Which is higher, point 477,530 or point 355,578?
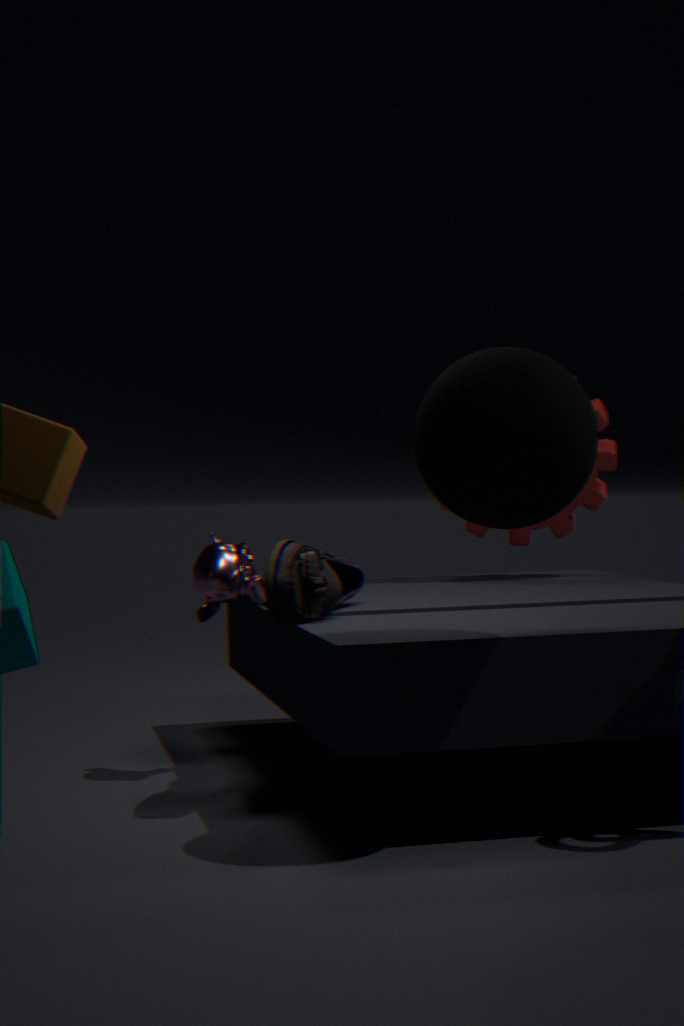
point 477,530
